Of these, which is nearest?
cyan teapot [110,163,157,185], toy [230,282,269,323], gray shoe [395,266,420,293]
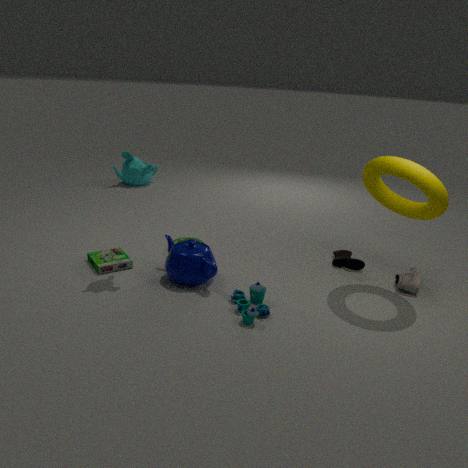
toy [230,282,269,323]
